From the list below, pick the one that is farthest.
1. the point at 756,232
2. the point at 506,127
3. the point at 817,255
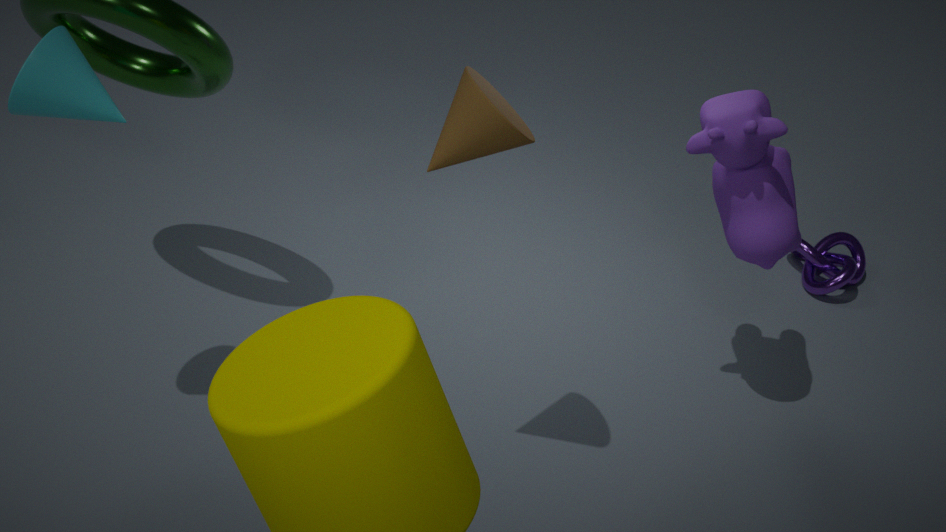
the point at 817,255
